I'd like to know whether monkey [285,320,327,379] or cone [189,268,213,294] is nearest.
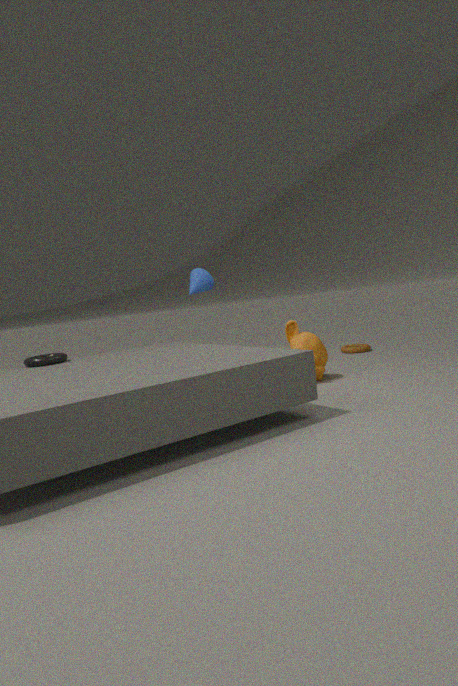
monkey [285,320,327,379]
